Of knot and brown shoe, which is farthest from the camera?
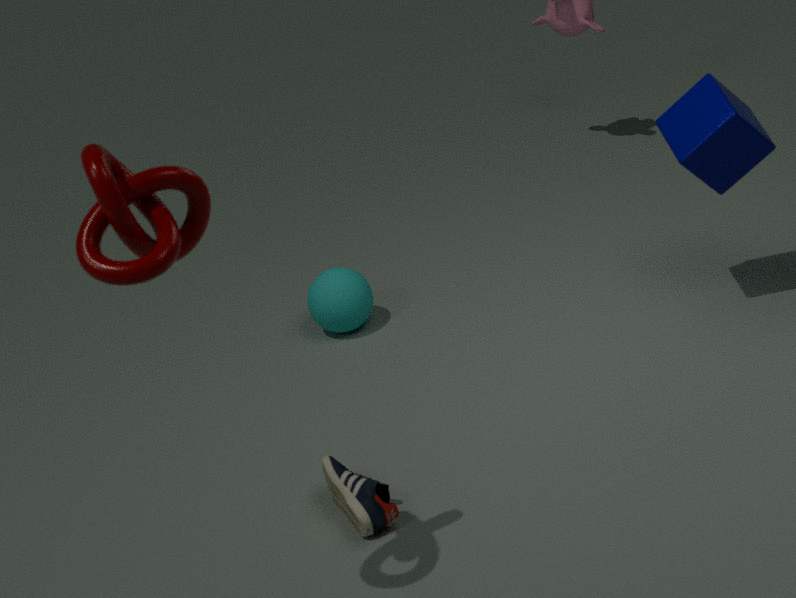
brown shoe
